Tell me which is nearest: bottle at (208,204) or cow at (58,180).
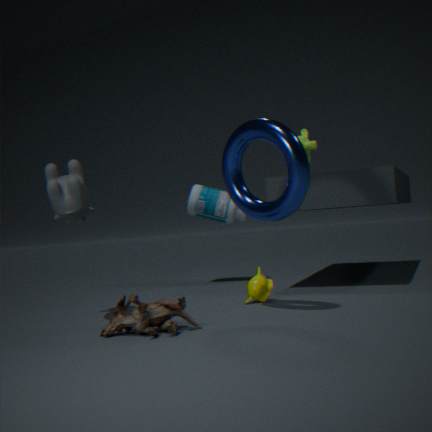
cow at (58,180)
